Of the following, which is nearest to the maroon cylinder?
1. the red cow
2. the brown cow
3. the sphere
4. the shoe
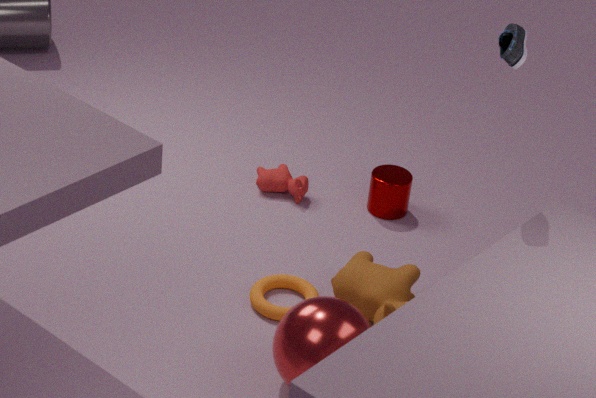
the red cow
